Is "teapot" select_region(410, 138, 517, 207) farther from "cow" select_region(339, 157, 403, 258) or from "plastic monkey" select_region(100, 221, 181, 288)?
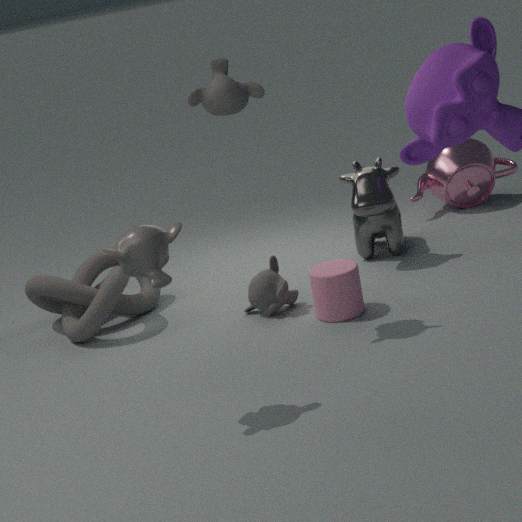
"plastic monkey" select_region(100, 221, 181, 288)
